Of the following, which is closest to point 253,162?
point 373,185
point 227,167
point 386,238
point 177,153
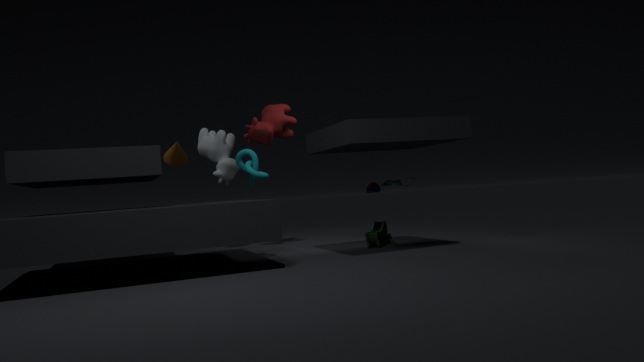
point 373,185
